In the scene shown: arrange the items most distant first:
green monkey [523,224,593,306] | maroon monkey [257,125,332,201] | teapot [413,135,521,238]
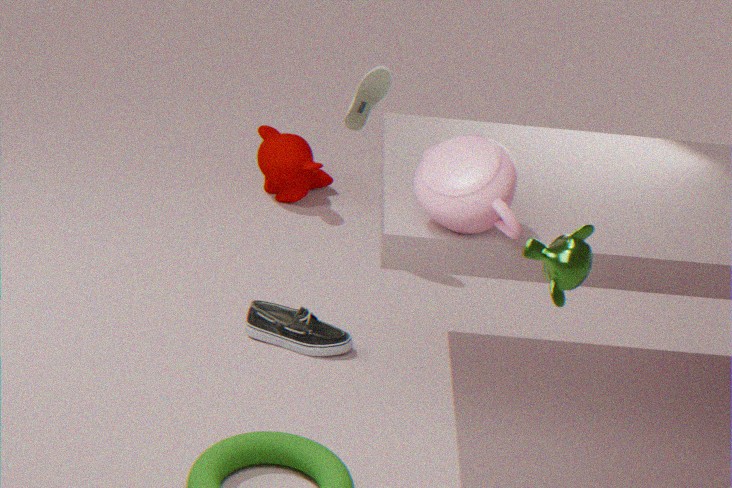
maroon monkey [257,125,332,201] → teapot [413,135,521,238] → green monkey [523,224,593,306]
